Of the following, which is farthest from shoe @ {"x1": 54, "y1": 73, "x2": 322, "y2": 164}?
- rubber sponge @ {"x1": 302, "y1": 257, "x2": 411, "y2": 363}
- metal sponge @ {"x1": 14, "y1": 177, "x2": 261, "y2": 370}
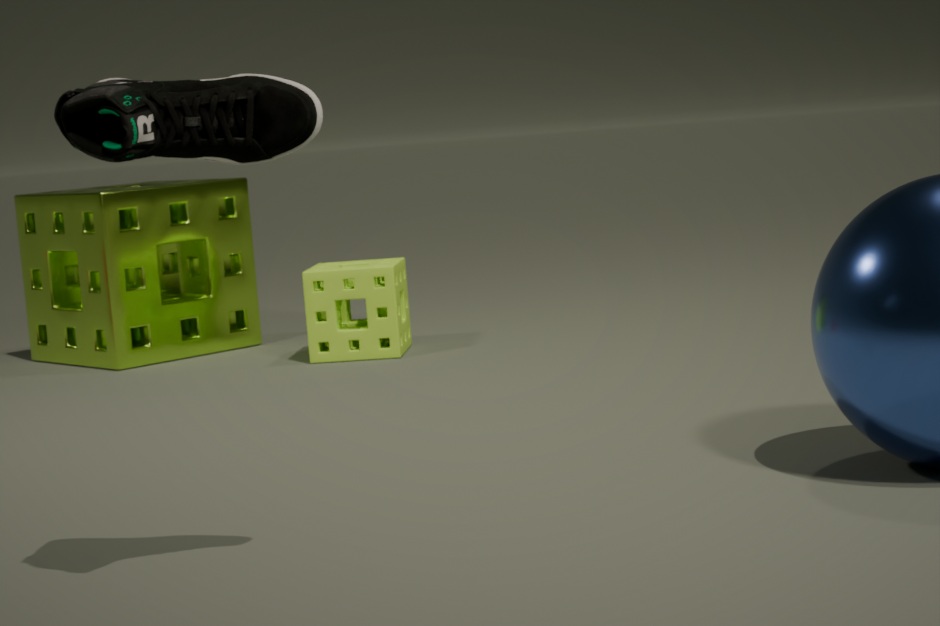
metal sponge @ {"x1": 14, "y1": 177, "x2": 261, "y2": 370}
